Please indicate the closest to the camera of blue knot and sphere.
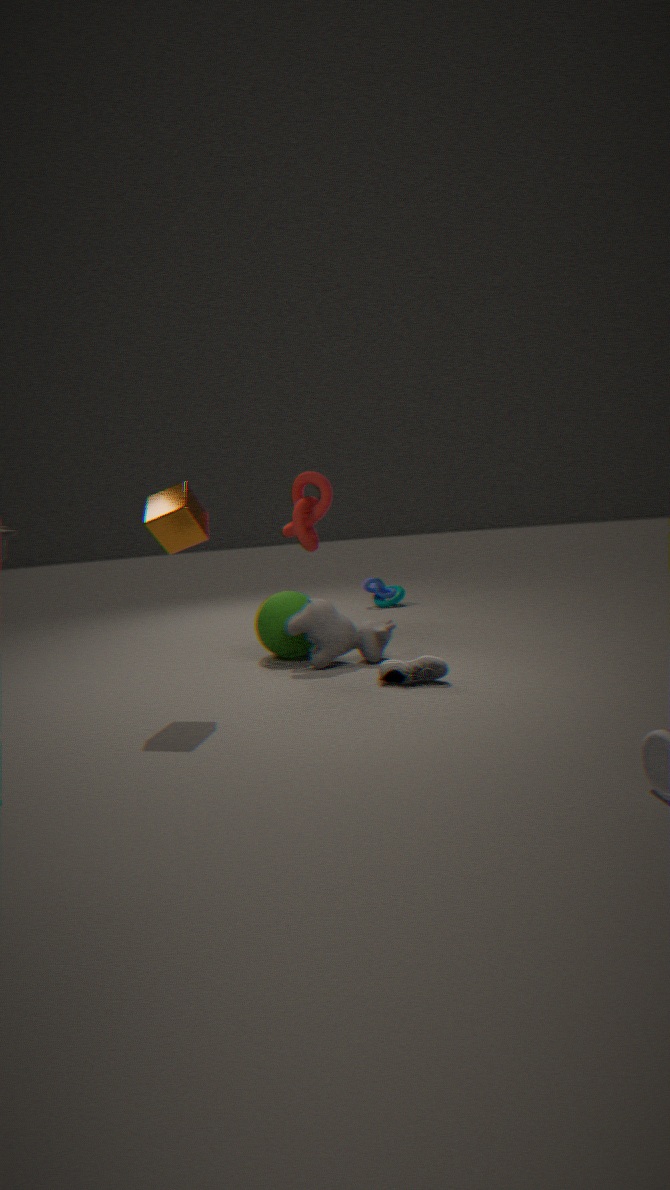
sphere
